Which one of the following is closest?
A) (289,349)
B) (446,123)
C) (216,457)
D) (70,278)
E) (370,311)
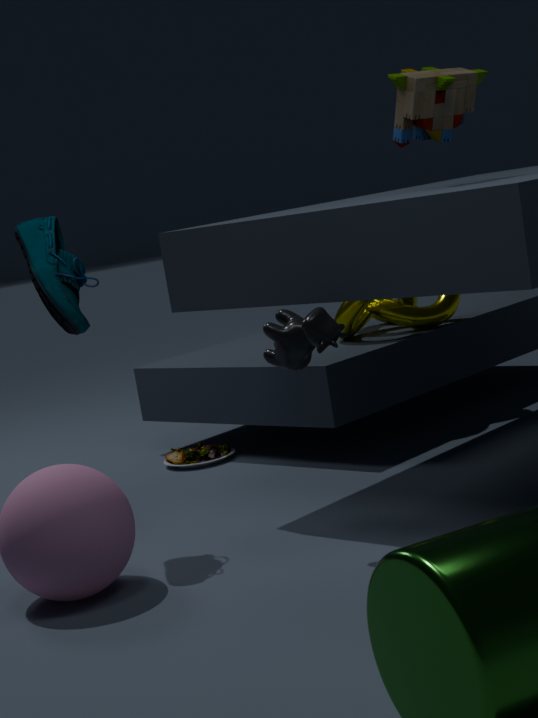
(289,349)
